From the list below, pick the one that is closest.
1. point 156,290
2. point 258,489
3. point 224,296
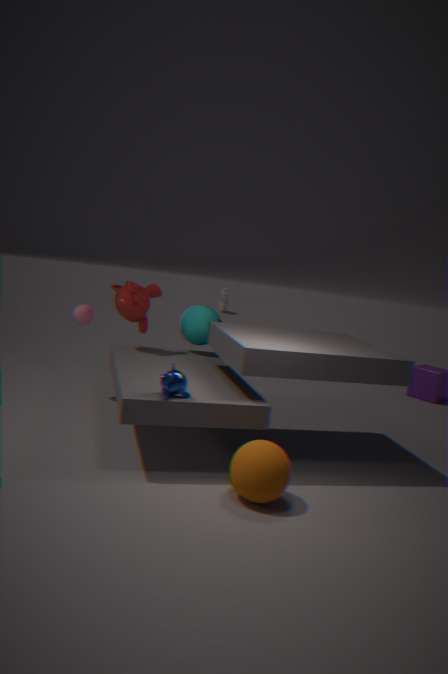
point 258,489
